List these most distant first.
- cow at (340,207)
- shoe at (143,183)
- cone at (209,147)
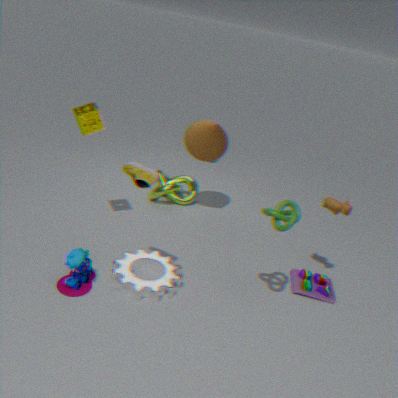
cone at (209,147) → cow at (340,207) → shoe at (143,183)
